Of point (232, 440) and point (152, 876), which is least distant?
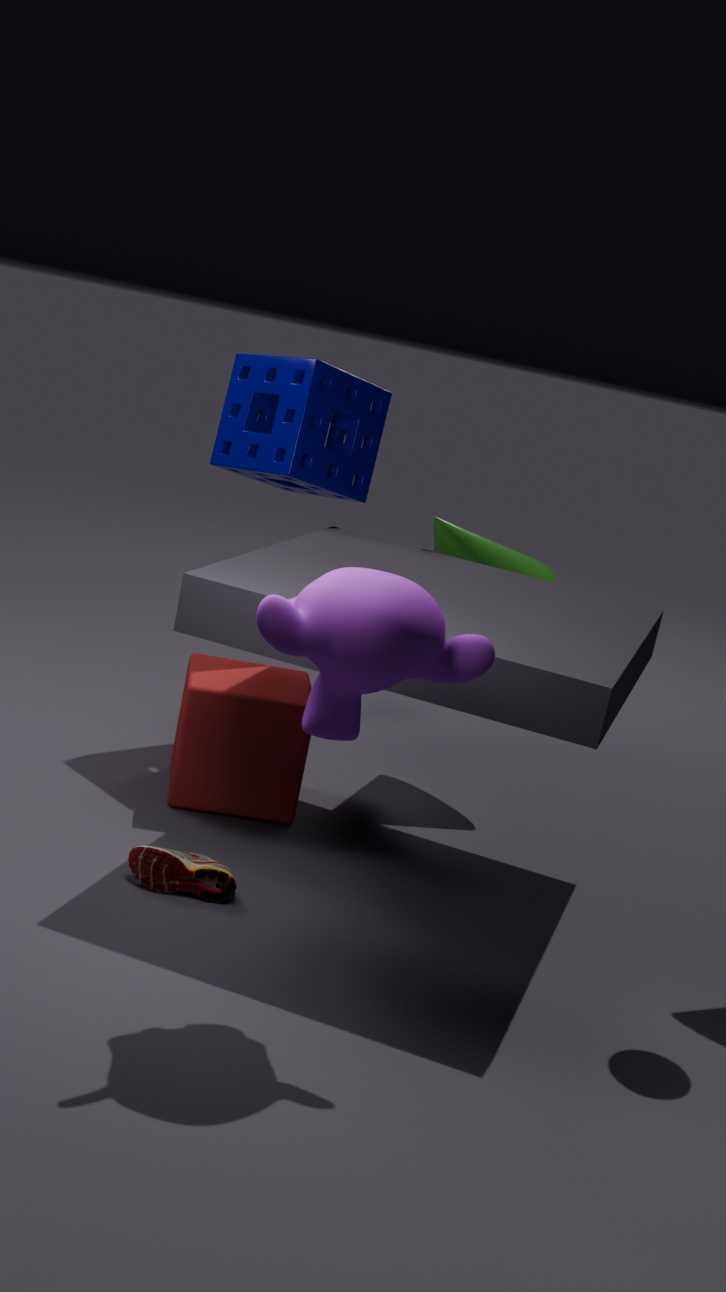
point (152, 876)
